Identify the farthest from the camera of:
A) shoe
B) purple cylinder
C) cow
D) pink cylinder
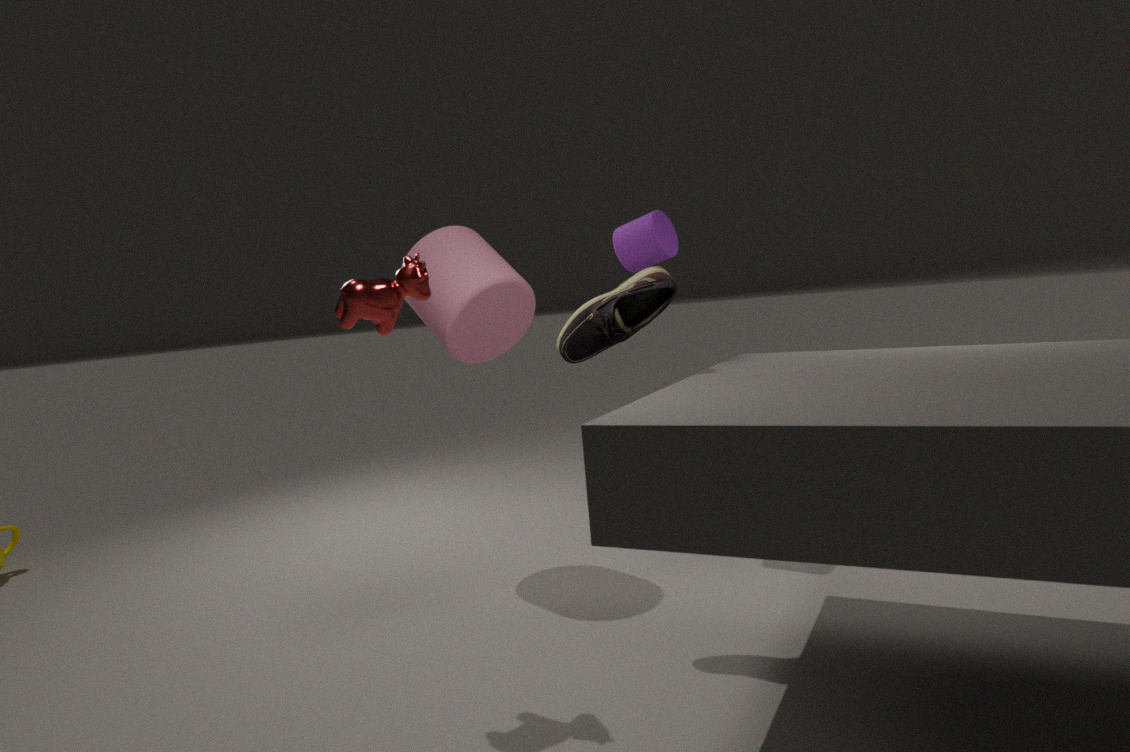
purple cylinder
